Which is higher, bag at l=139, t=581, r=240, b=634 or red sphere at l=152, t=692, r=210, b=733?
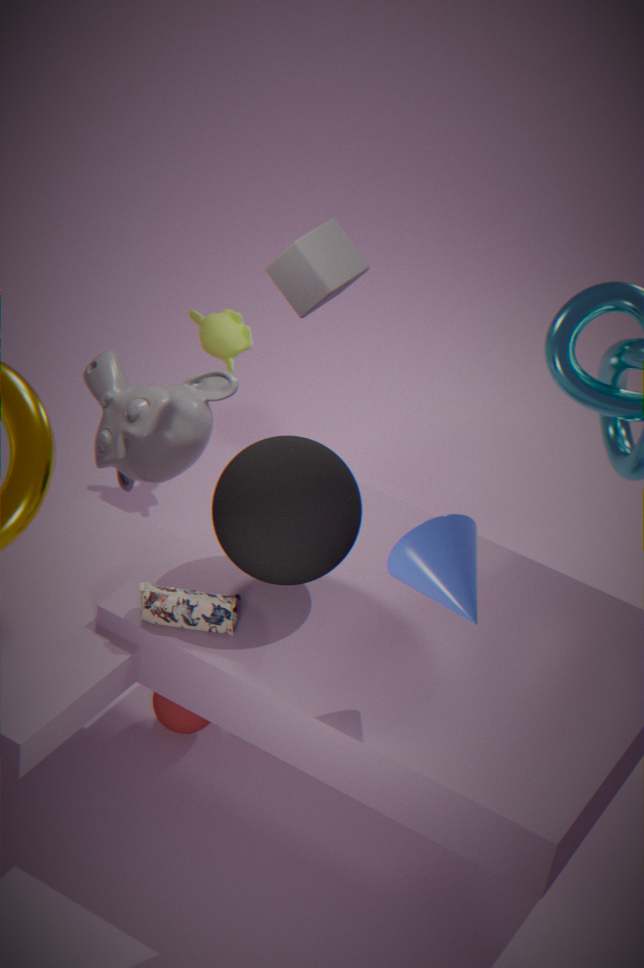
bag at l=139, t=581, r=240, b=634
